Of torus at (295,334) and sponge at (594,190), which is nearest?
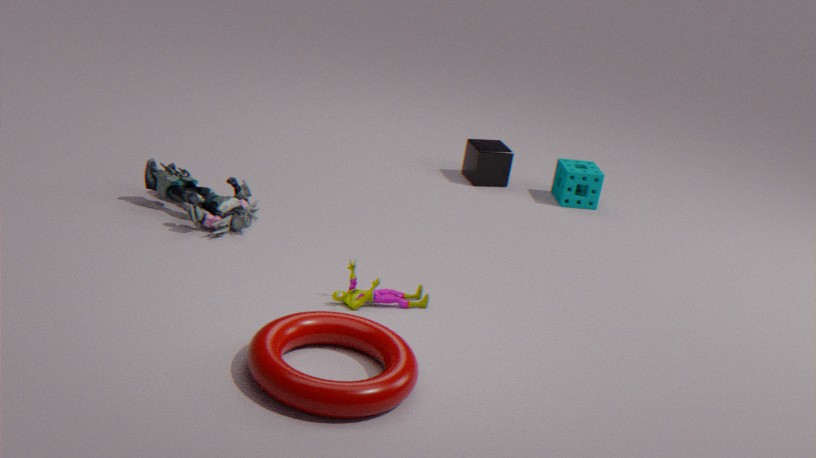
torus at (295,334)
